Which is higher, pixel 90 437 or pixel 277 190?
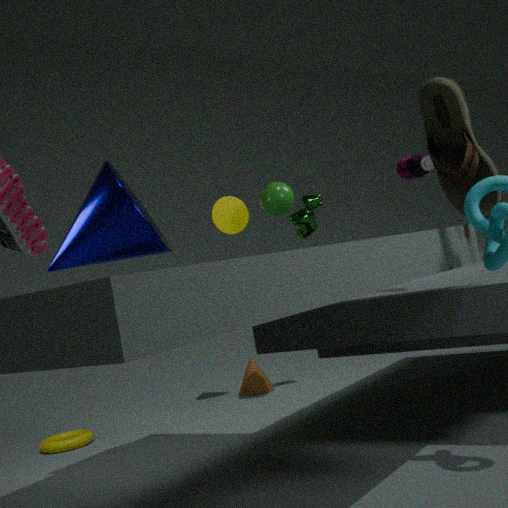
pixel 277 190
